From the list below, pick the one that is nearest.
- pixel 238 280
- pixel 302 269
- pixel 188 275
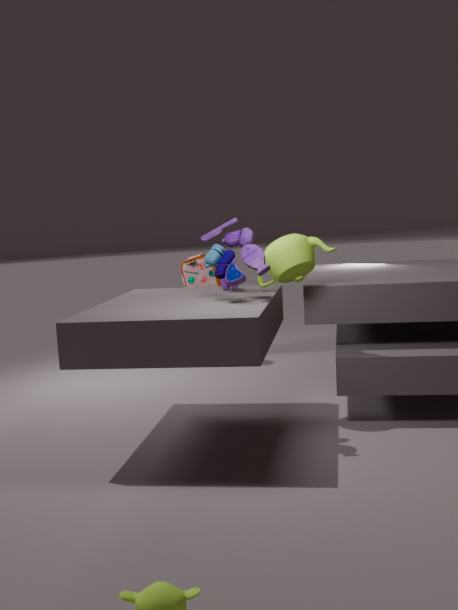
pixel 238 280
